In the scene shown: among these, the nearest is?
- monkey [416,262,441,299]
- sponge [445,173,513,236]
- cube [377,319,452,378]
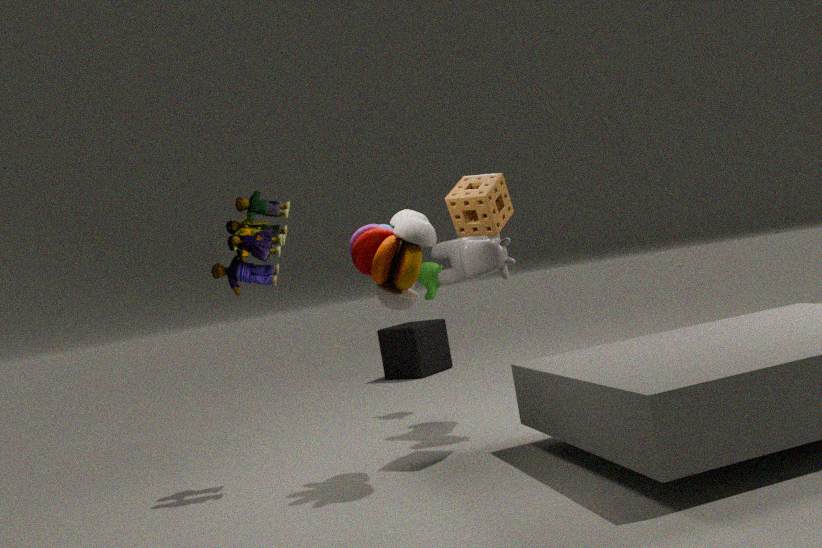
sponge [445,173,513,236]
